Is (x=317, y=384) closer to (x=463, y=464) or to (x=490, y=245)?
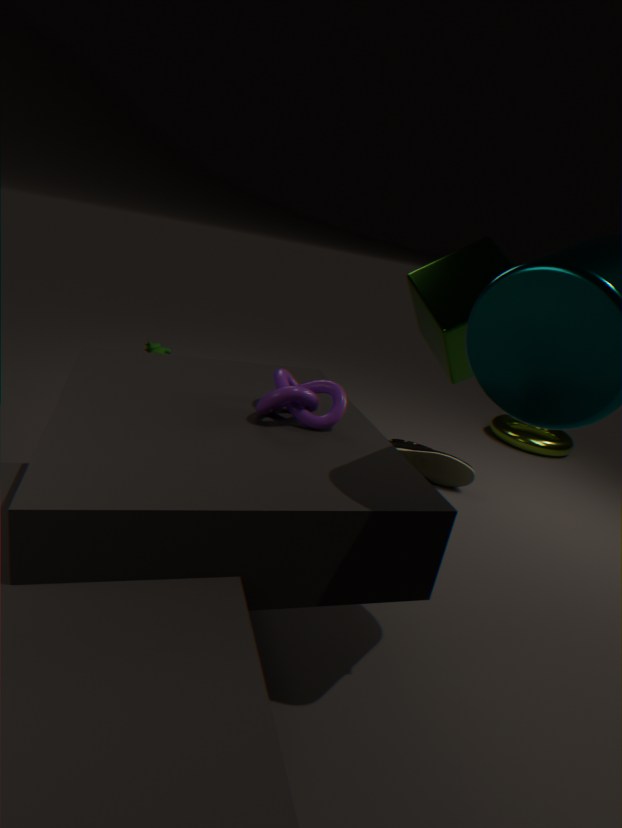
(x=490, y=245)
